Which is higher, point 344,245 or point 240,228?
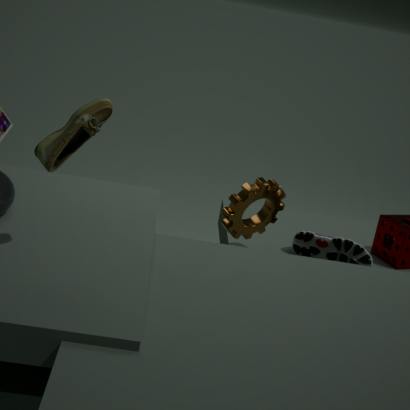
point 240,228
